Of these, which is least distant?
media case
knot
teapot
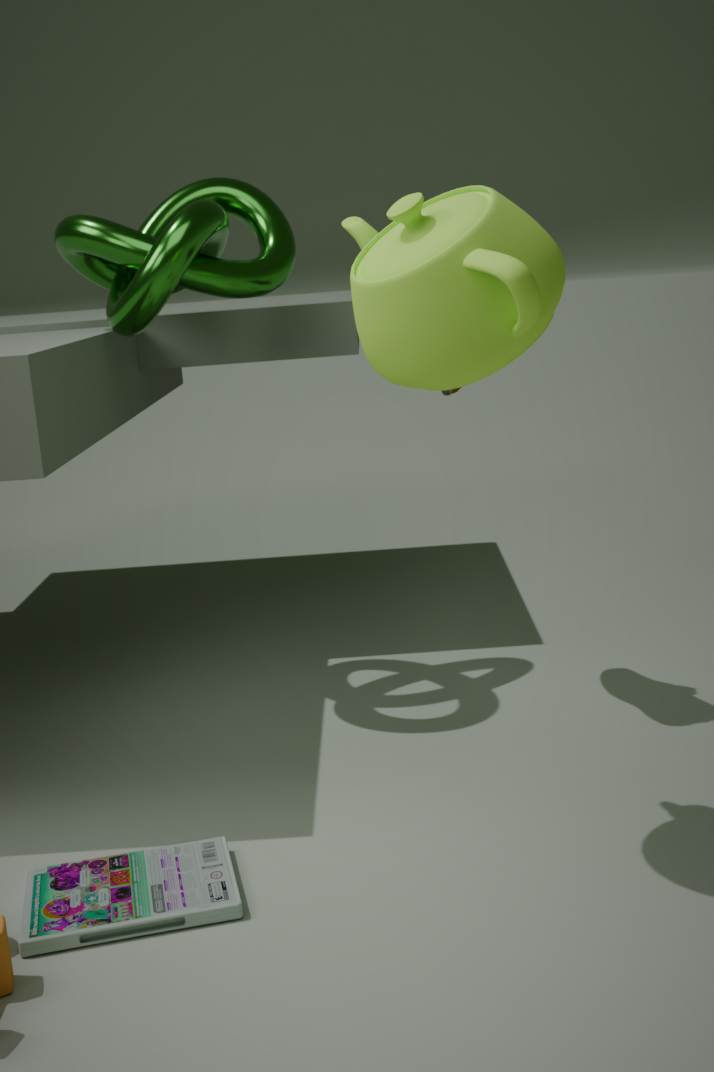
teapot
